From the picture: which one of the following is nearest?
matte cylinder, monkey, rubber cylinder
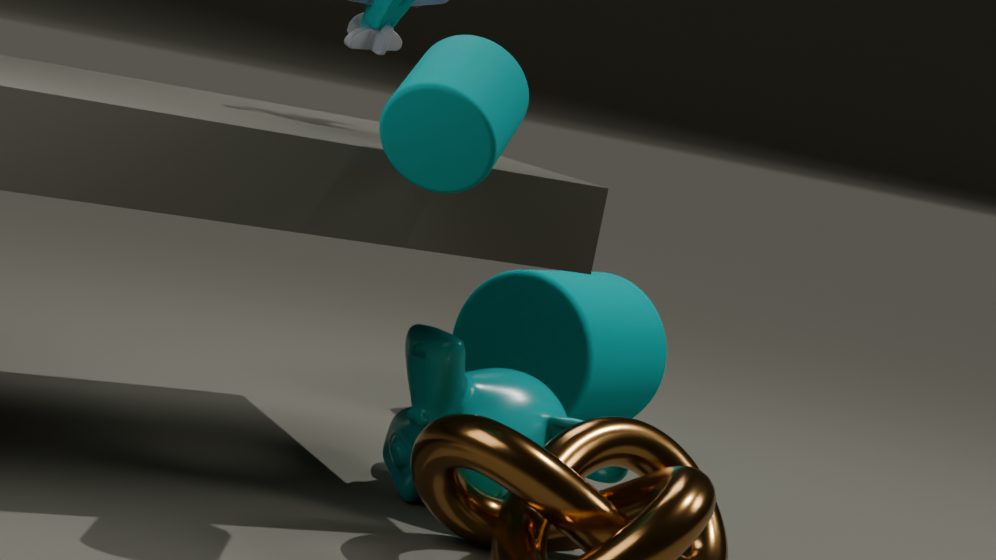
rubber cylinder
